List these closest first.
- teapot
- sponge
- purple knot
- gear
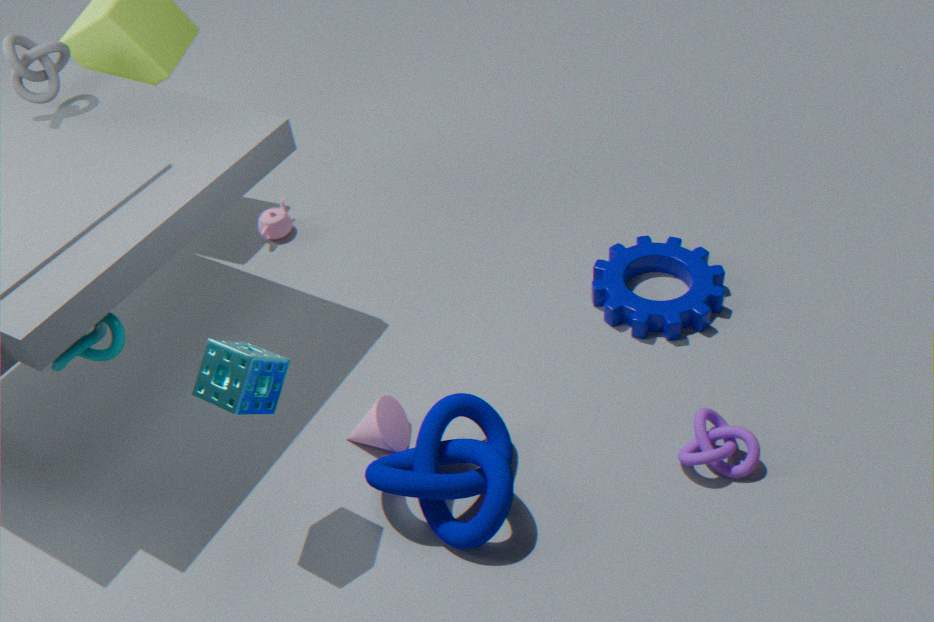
sponge → purple knot → gear → teapot
